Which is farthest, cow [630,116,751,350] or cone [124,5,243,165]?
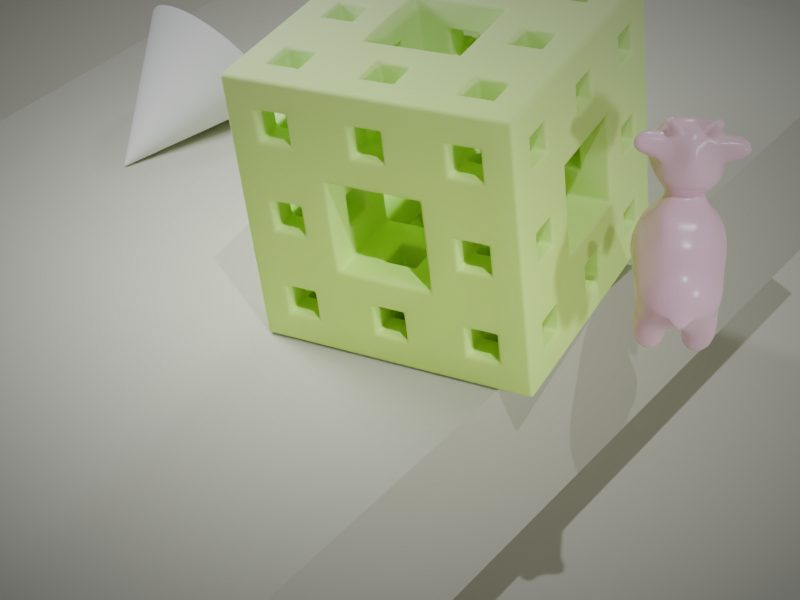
cone [124,5,243,165]
